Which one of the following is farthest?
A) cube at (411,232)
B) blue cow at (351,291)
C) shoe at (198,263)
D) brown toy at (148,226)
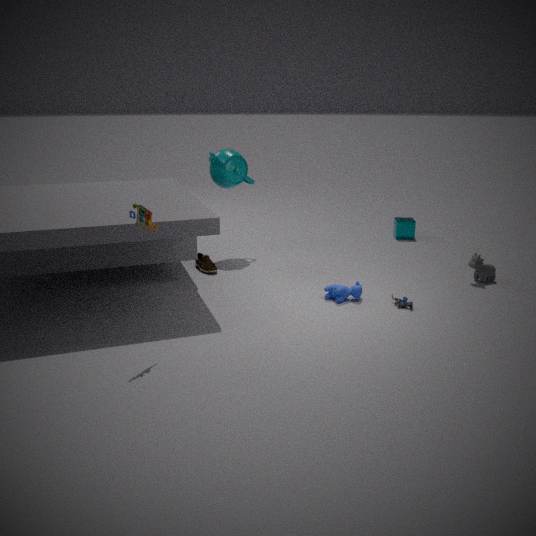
cube at (411,232)
